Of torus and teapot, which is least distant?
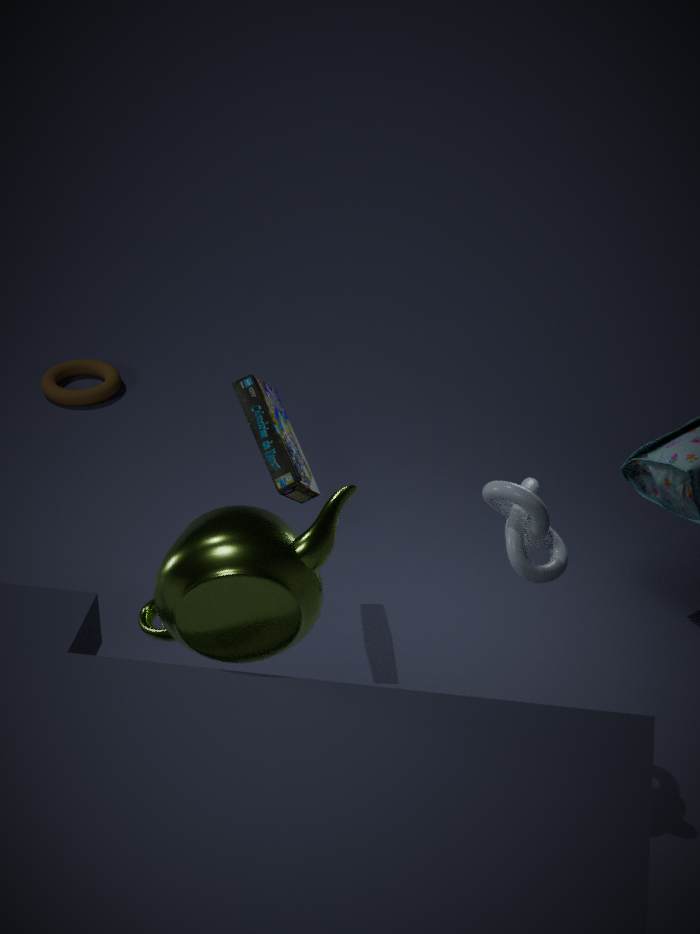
teapot
